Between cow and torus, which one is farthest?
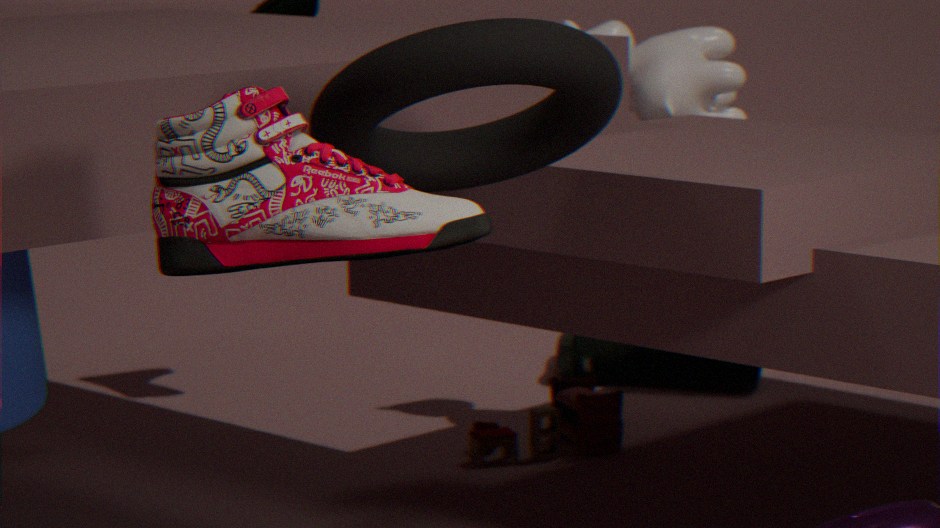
cow
